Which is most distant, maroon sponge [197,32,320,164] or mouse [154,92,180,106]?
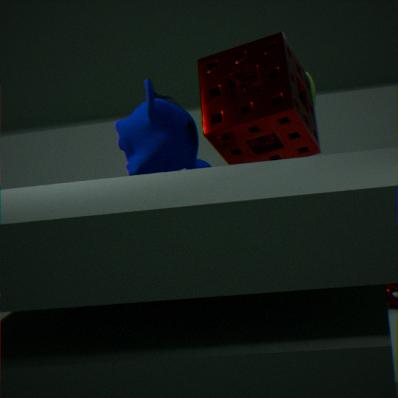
mouse [154,92,180,106]
